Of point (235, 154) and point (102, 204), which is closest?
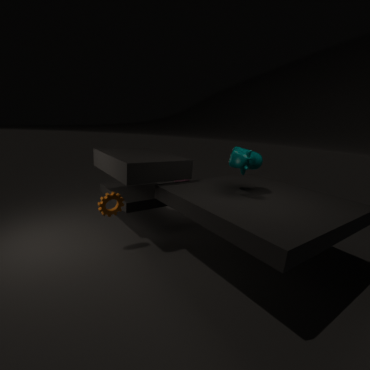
point (235, 154)
